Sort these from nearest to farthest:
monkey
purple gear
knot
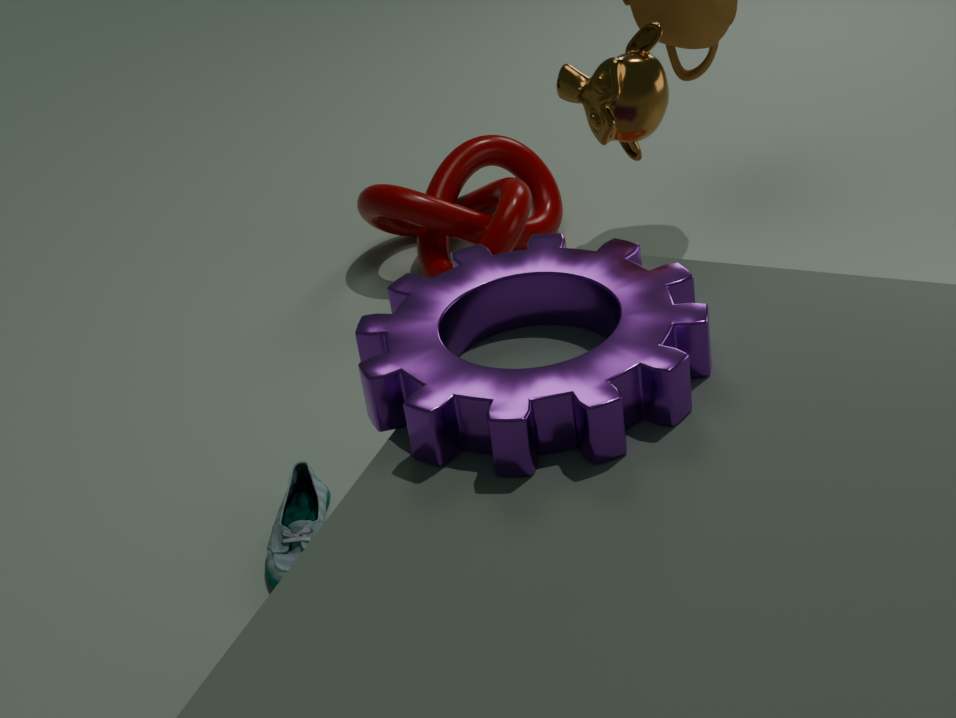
purple gear < monkey < knot
